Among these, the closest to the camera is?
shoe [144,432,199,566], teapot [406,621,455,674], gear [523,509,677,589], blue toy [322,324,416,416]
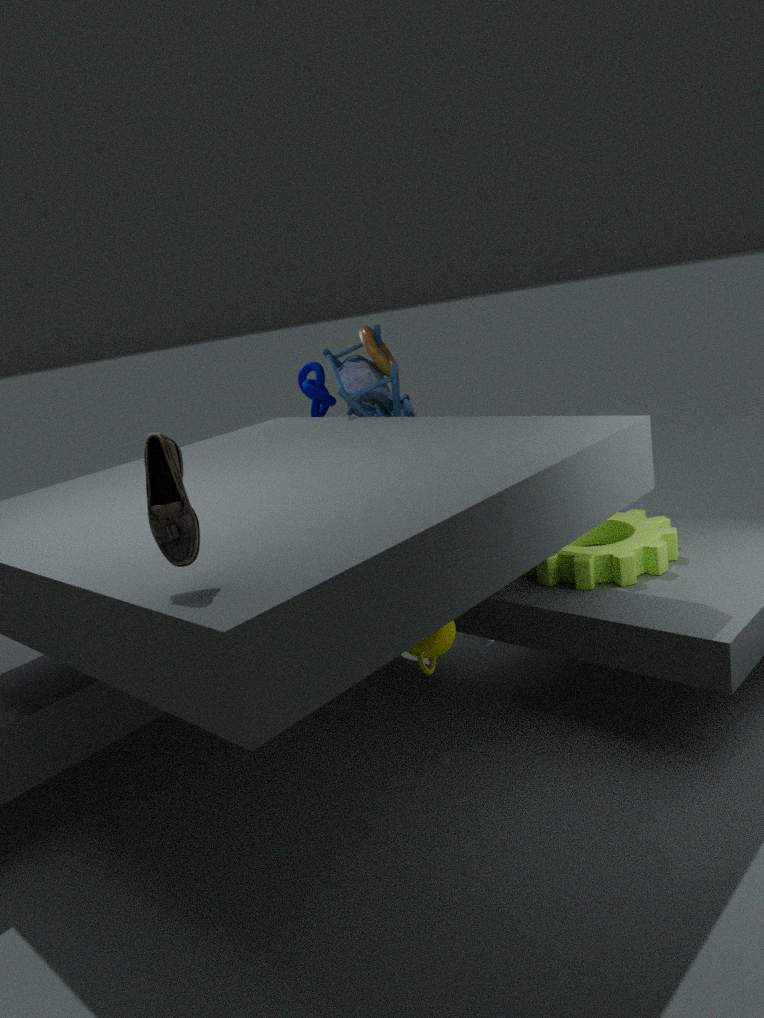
shoe [144,432,199,566]
